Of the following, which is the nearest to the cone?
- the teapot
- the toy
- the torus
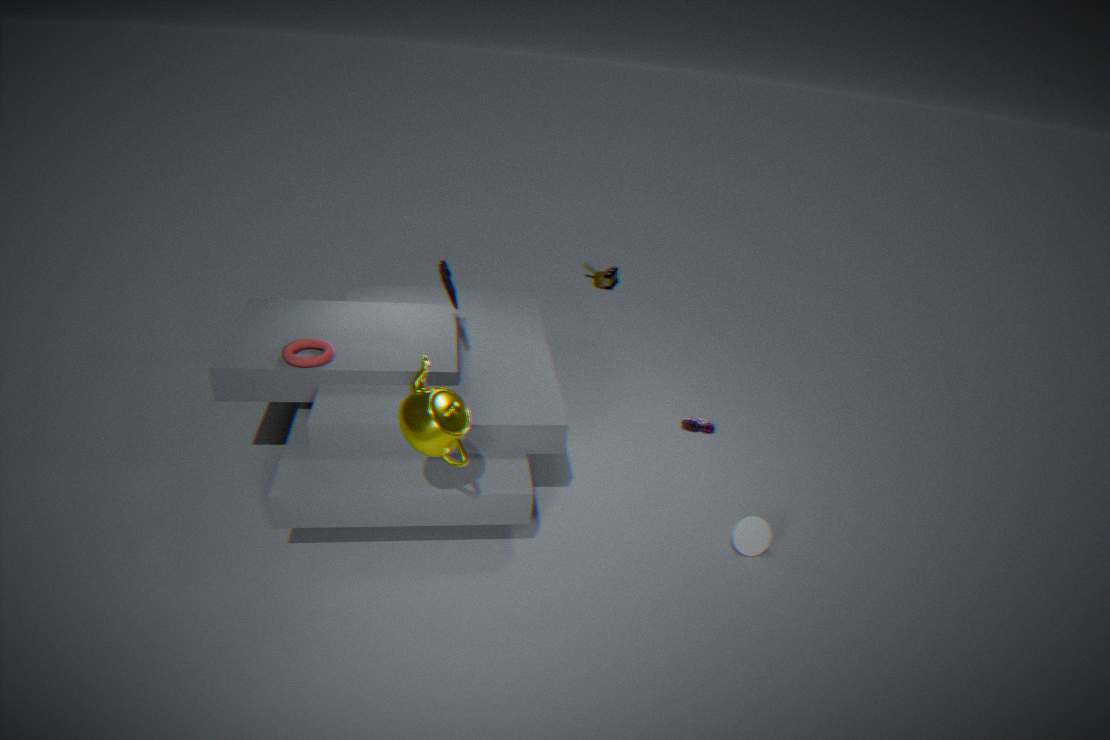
the teapot
